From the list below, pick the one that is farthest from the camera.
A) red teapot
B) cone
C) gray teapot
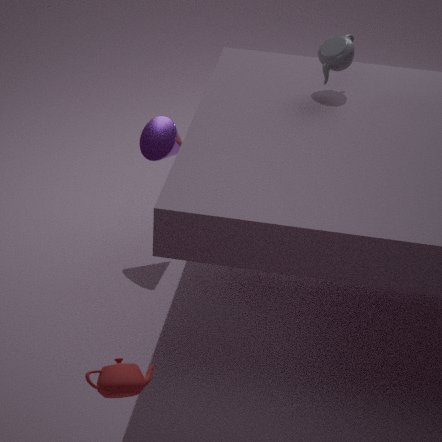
cone
